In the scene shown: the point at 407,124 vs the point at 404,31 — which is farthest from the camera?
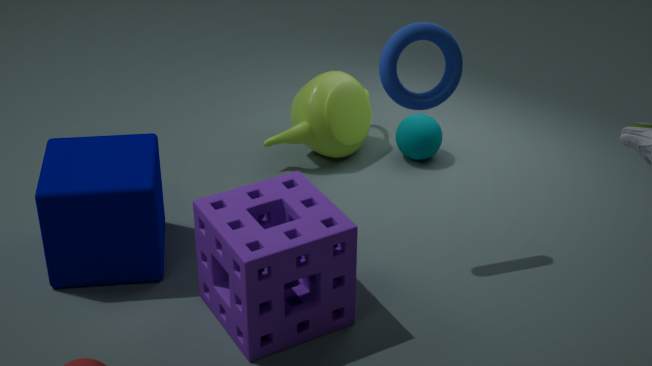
the point at 407,124
